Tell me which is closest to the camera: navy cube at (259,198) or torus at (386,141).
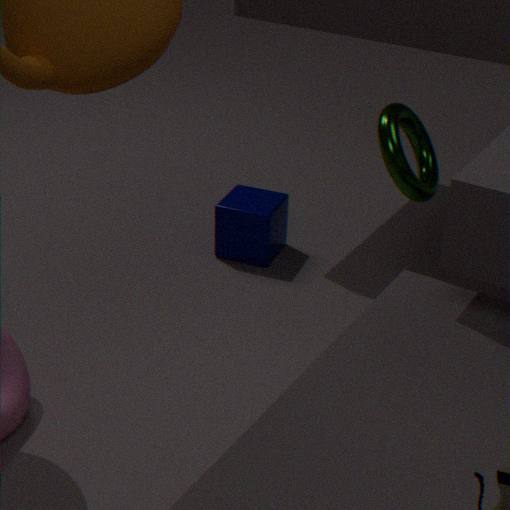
torus at (386,141)
